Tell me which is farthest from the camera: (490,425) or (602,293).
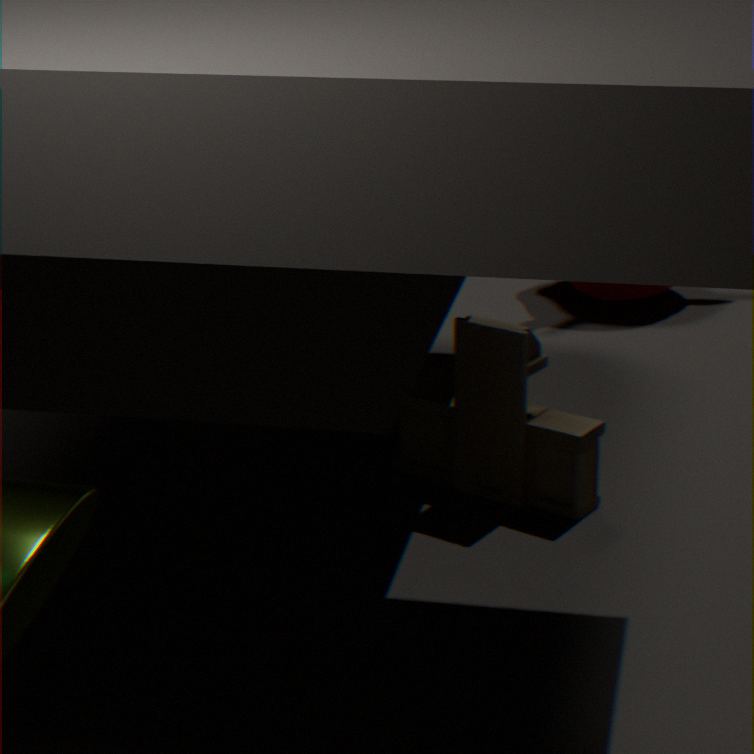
(602,293)
